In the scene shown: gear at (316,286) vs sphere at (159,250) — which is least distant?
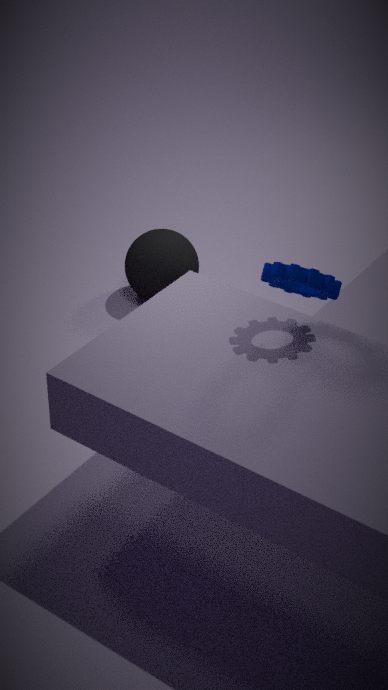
gear at (316,286)
